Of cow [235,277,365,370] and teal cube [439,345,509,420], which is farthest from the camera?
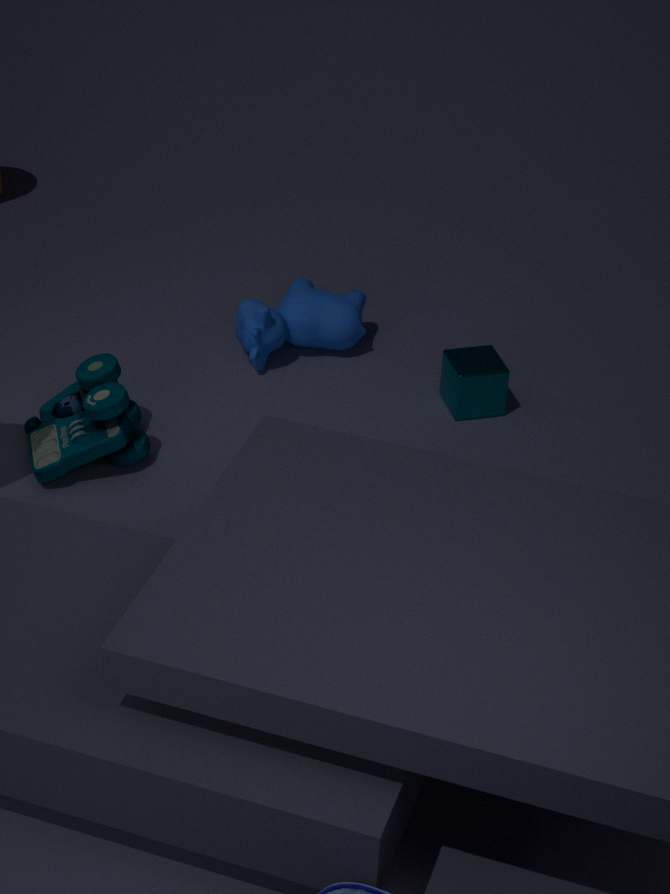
cow [235,277,365,370]
